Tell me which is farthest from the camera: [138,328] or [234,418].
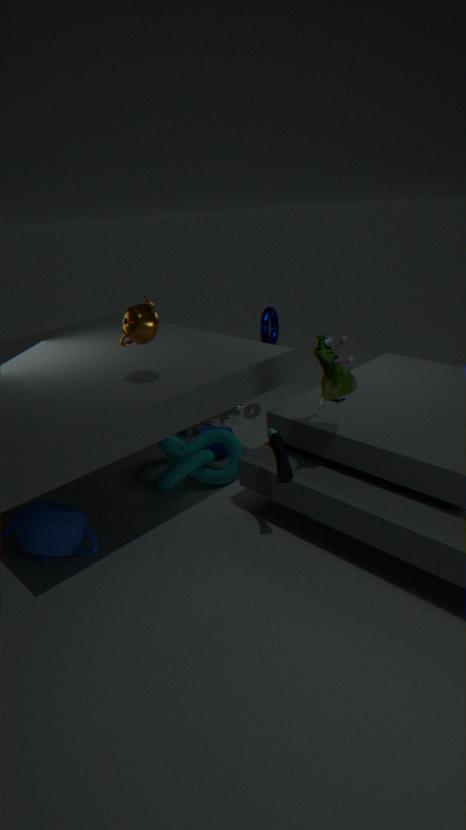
[234,418]
